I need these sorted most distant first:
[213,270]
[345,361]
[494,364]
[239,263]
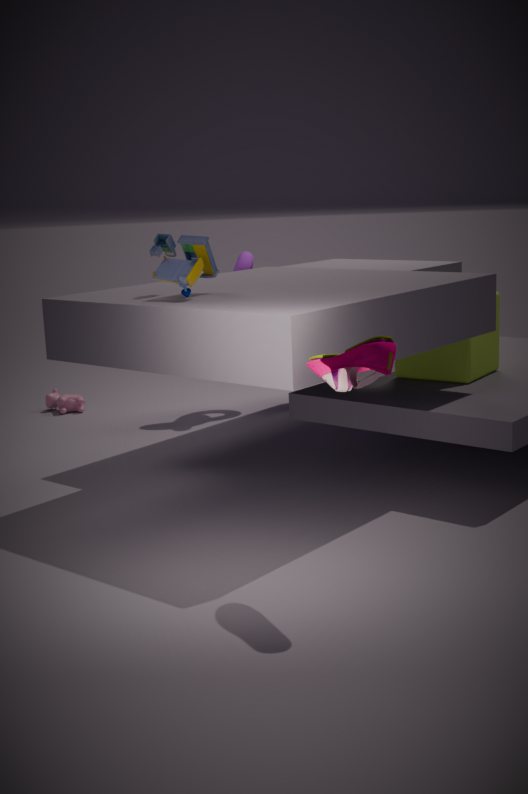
1. [239,263]
2. [494,364]
3. [213,270]
4. [345,361]
